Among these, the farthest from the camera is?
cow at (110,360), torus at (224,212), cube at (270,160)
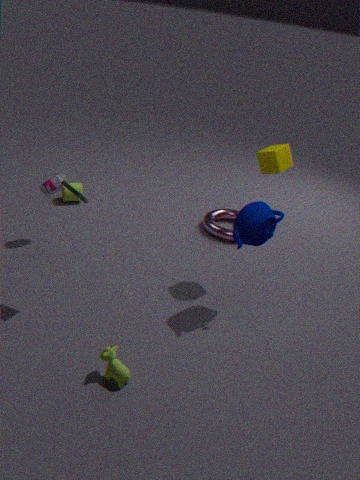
torus at (224,212)
